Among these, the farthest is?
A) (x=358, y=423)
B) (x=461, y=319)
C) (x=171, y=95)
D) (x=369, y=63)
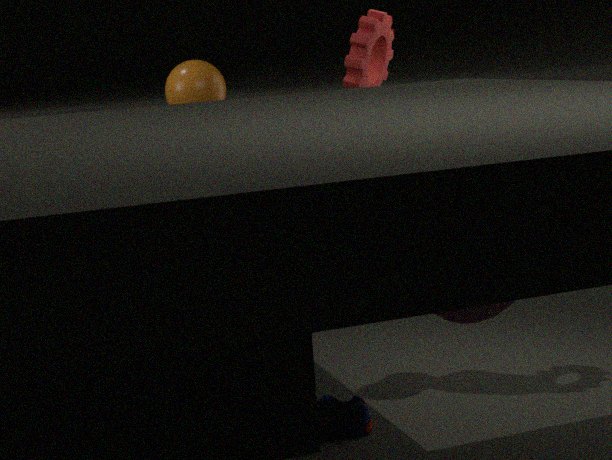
(x=369, y=63)
